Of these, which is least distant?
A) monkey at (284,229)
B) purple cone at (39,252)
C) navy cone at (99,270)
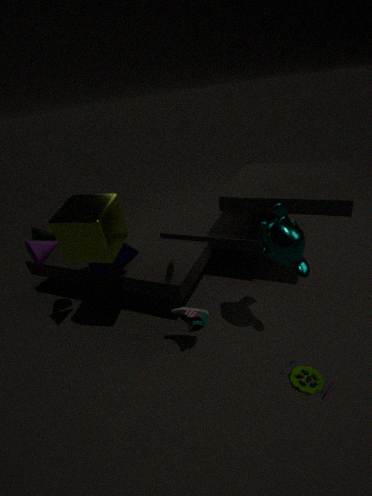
monkey at (284,229)
